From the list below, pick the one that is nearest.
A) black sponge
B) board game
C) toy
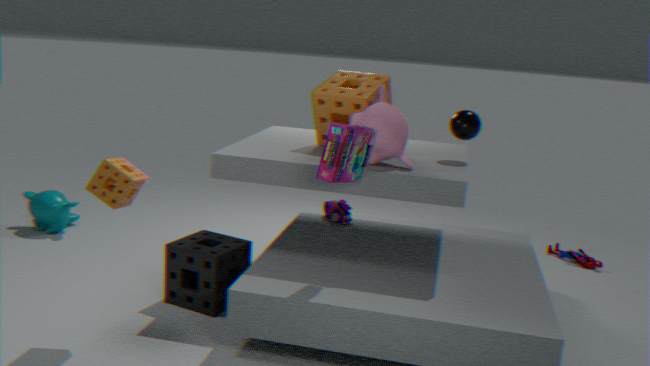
board game
